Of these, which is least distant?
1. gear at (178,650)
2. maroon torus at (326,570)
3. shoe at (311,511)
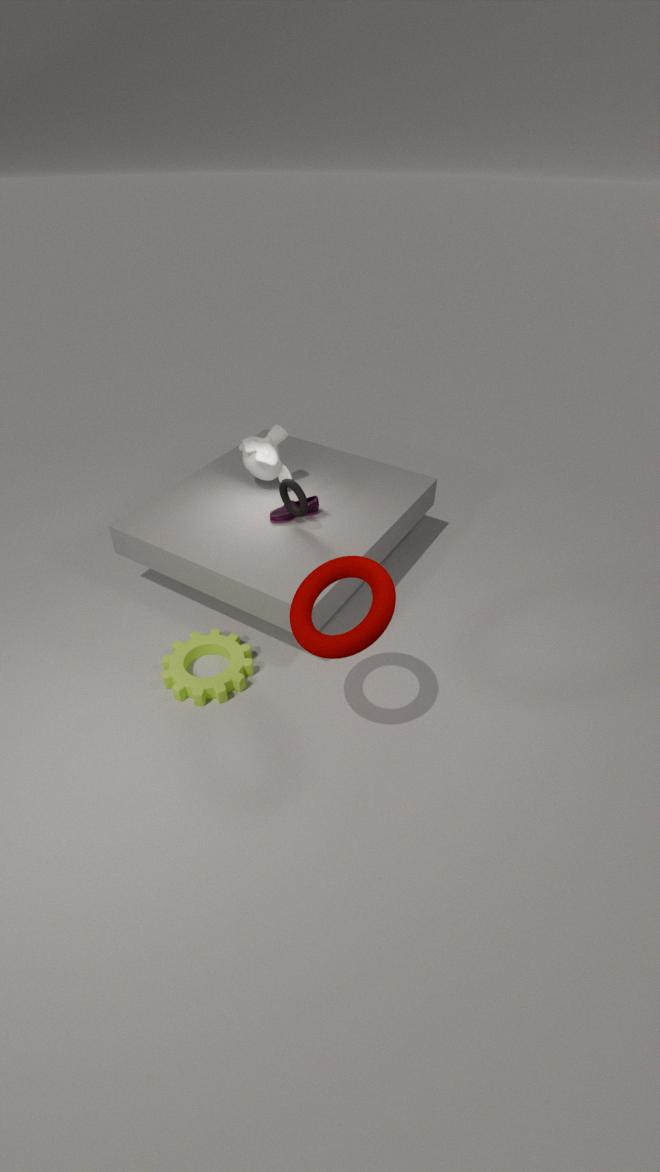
maroon torus at (326,570)
